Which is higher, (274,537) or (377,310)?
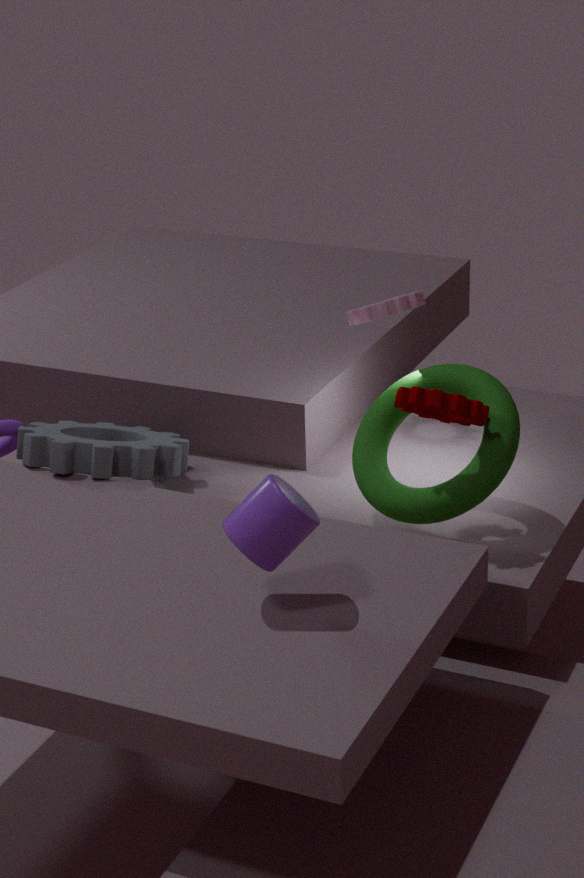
(377,310)
